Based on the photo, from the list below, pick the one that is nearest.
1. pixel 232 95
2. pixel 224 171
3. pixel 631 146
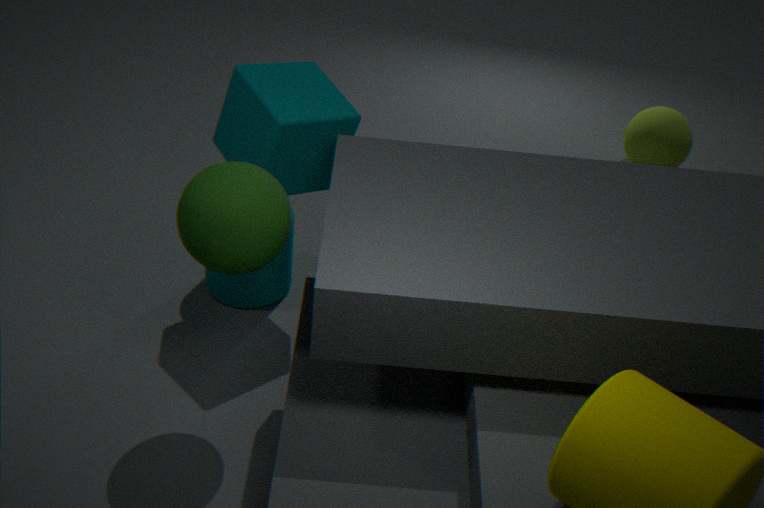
pixel 224 171
